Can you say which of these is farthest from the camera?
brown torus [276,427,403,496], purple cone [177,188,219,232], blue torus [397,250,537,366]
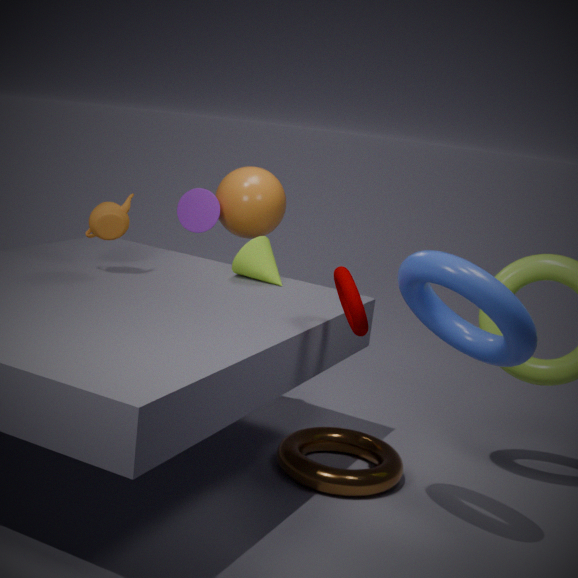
purple cone [177,188,219,232]
